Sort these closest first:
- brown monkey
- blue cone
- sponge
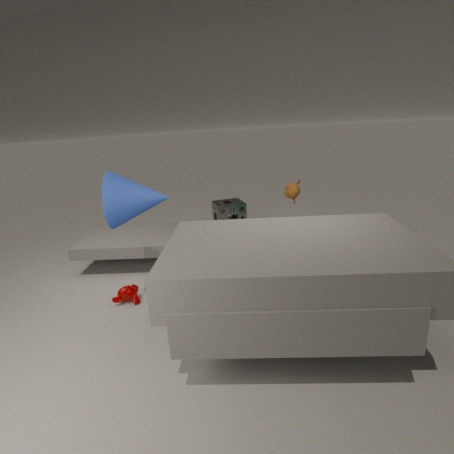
blue cone, brown monkey, sponge
